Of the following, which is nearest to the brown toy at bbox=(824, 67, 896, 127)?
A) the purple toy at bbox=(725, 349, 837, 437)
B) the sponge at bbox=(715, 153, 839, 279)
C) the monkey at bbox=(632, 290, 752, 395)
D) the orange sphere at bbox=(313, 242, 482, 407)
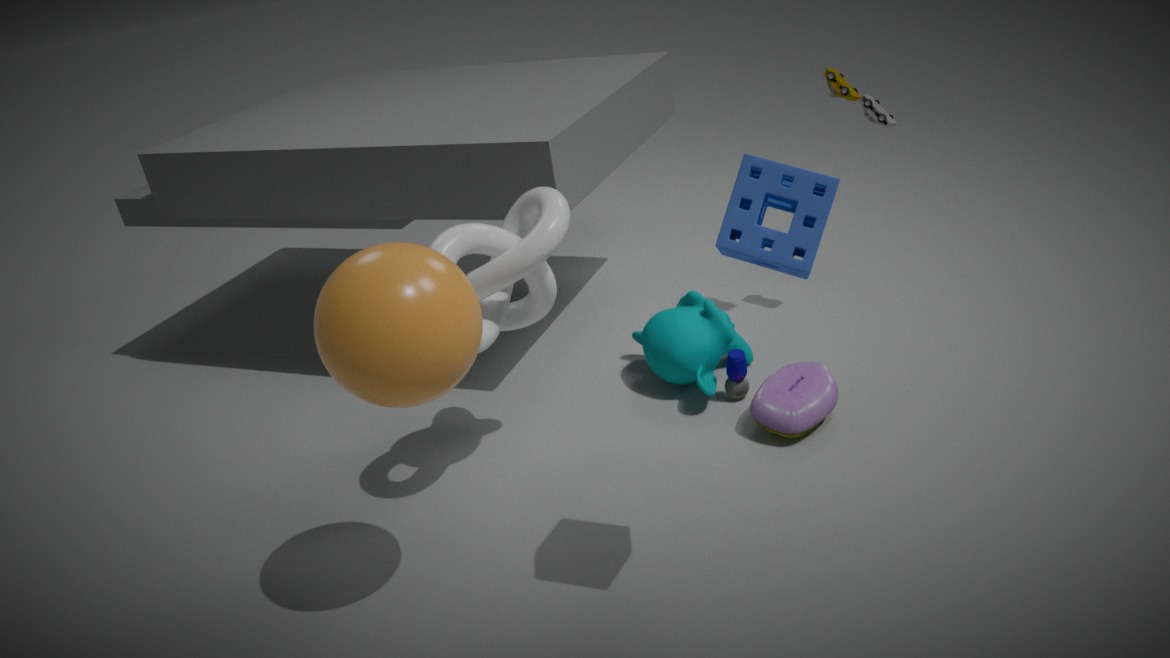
the monkey at bbox=(632, 290, 752, 395)
